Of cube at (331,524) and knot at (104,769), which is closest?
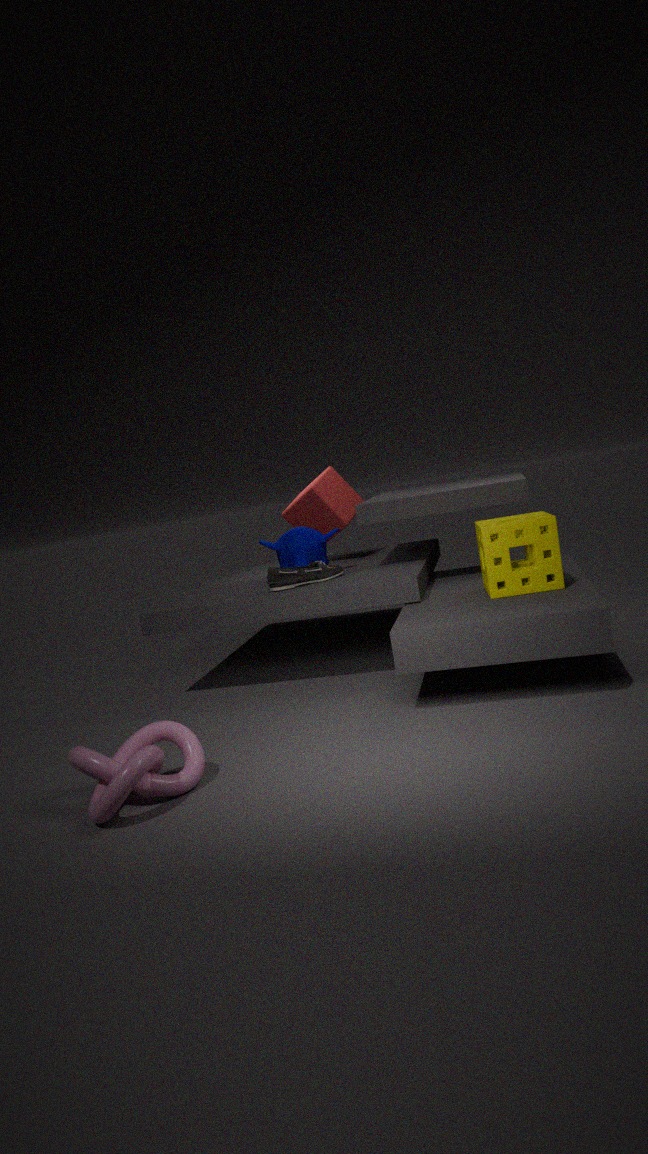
knot at (104,769)
